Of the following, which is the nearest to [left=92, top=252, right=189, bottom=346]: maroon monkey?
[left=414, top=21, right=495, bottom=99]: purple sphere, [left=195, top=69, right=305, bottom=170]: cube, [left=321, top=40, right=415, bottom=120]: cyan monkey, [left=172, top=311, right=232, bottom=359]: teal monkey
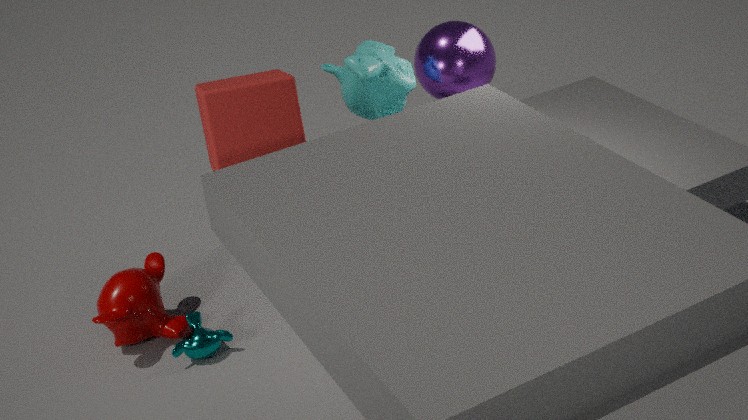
[left=172, top=311, right=232, bottom=359]: teal monkey
